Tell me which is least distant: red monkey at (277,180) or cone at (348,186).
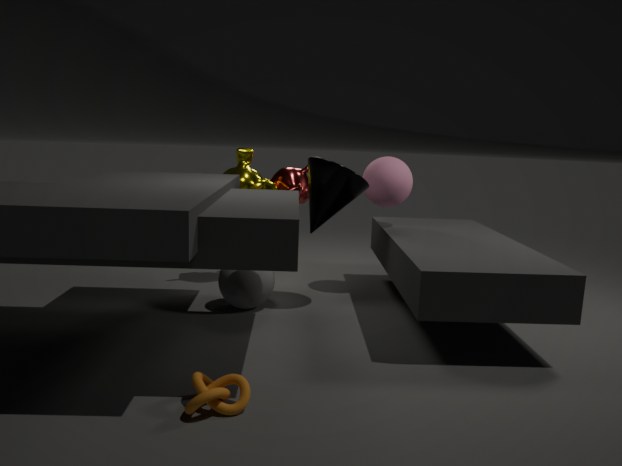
cone at (348,186)
